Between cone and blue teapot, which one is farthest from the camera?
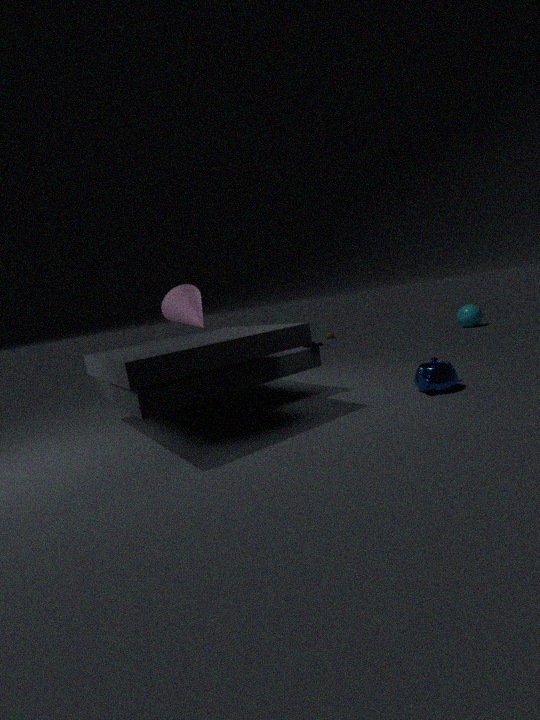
cone
